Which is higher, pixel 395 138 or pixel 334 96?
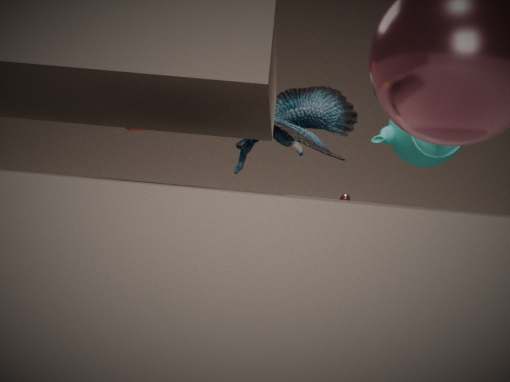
pixel 395 138
